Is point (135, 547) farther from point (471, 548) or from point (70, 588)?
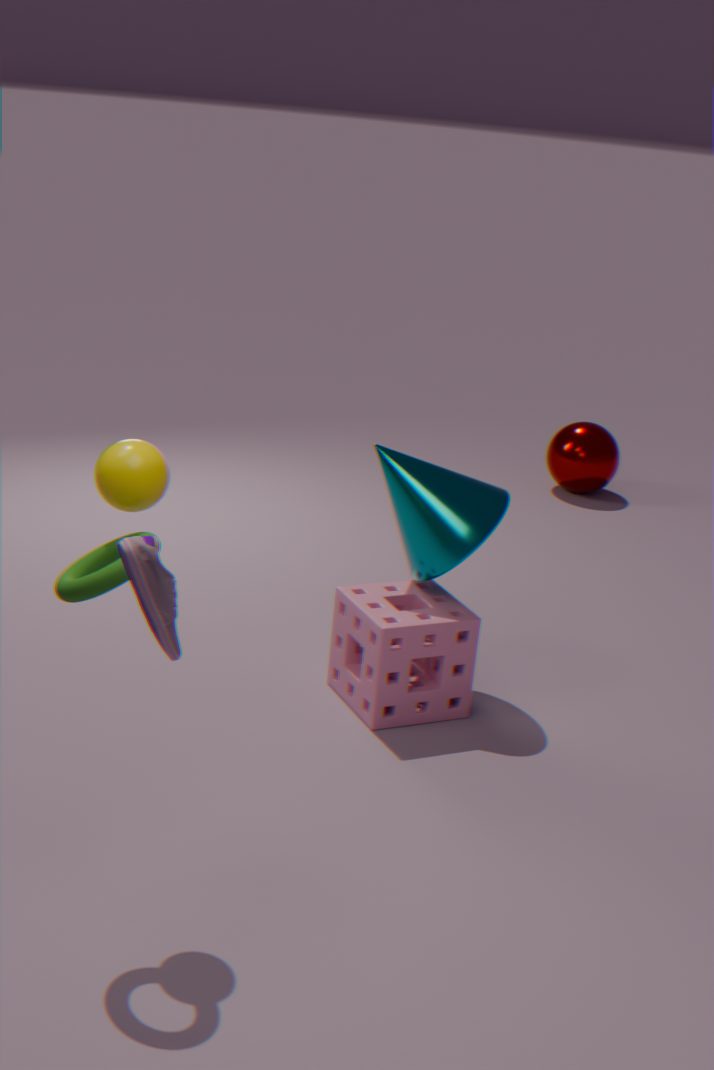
point (471, 548)
